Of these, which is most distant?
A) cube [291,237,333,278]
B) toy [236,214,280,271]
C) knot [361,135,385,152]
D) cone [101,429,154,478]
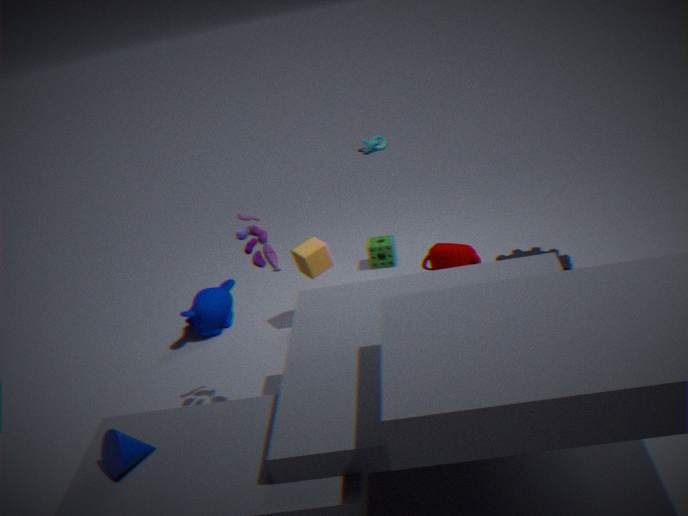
knot [361,135,385,152]
